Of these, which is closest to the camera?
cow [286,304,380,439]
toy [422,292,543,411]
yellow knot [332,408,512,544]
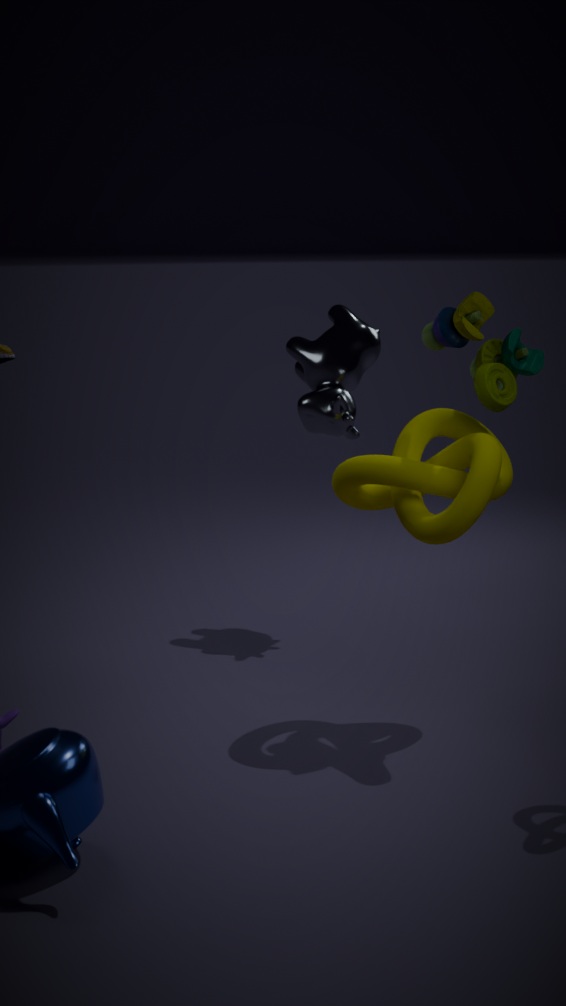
yellow knot [332,408,512,544]
